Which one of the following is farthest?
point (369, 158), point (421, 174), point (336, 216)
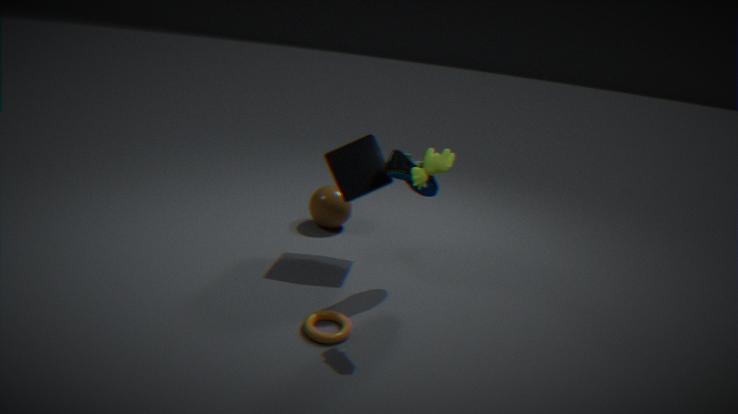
point (336, 216)
